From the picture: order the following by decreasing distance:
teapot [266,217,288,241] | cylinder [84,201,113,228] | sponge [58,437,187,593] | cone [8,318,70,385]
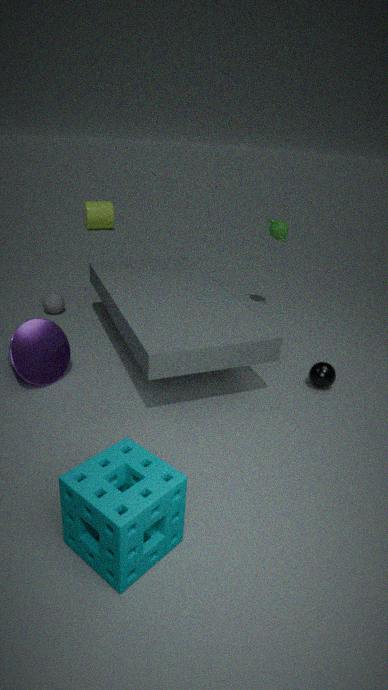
cylinder [84,201,113,228] → teapot [266,217,288,241] → cone [8,318,70,385] → sponge [58,437,187,593]
